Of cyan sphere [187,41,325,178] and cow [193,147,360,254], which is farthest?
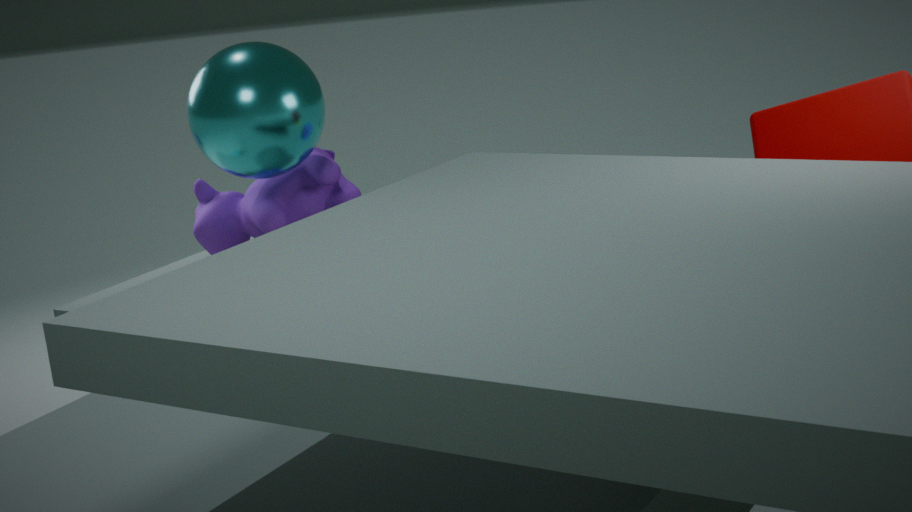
cow [193,147,360,254]
